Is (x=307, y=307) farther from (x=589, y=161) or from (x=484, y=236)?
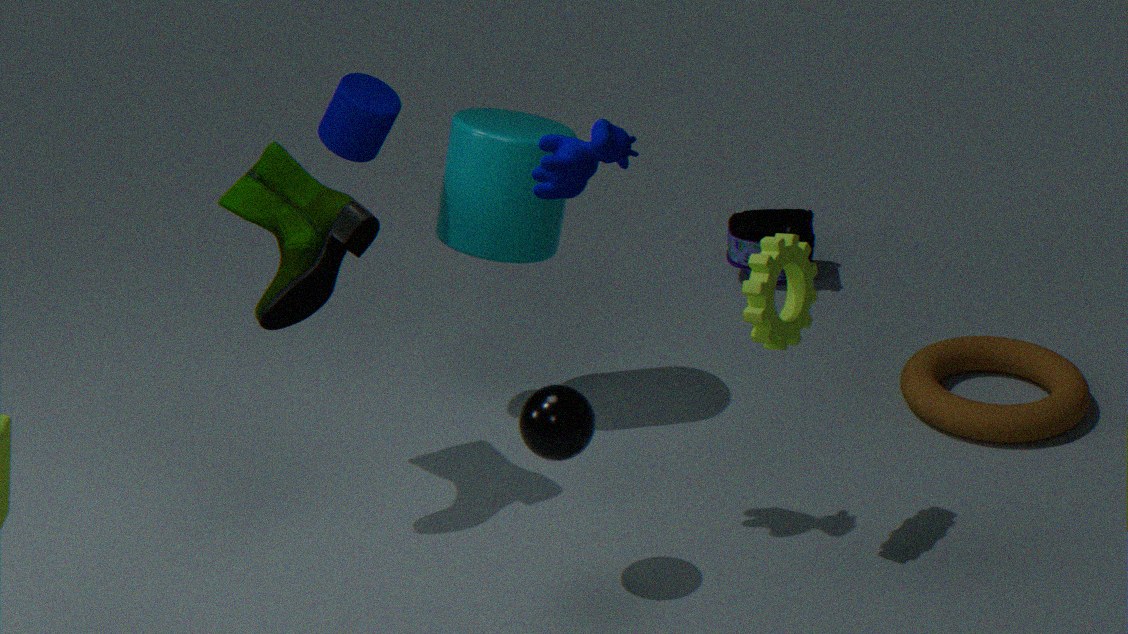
(x=589, y=161)
